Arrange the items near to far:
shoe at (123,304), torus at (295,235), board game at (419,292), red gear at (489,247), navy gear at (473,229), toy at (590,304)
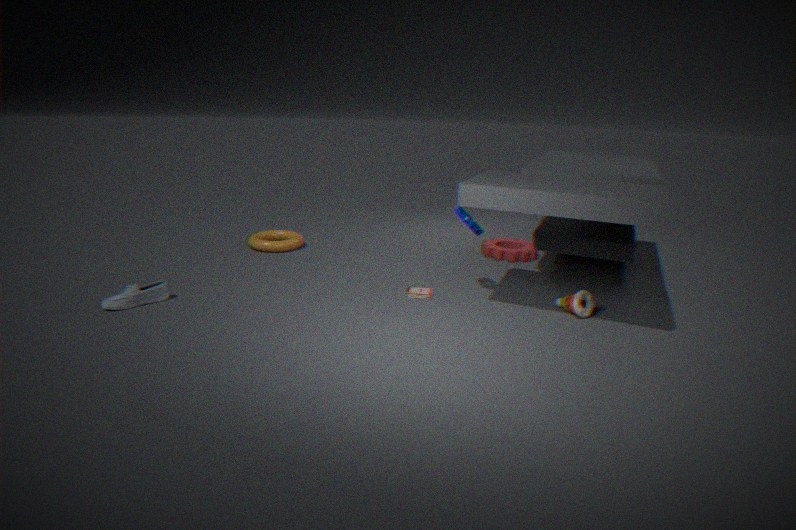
shoe at (123,304) → toy at (590,304) → navy gear at (473,229) → board game at (419,292) → red gear at (489,247) → torus at (295,235)
